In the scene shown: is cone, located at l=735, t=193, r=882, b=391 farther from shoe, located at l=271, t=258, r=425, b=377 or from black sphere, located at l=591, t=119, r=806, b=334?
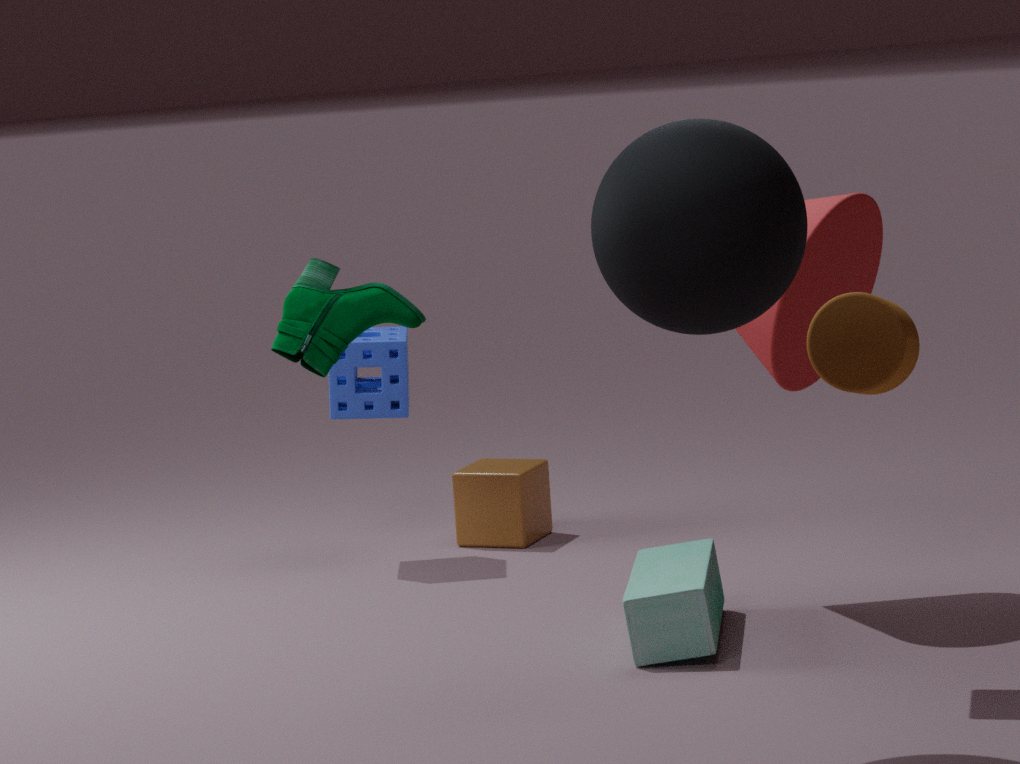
shoe, located at l=271, t=258, r=425, b=377
